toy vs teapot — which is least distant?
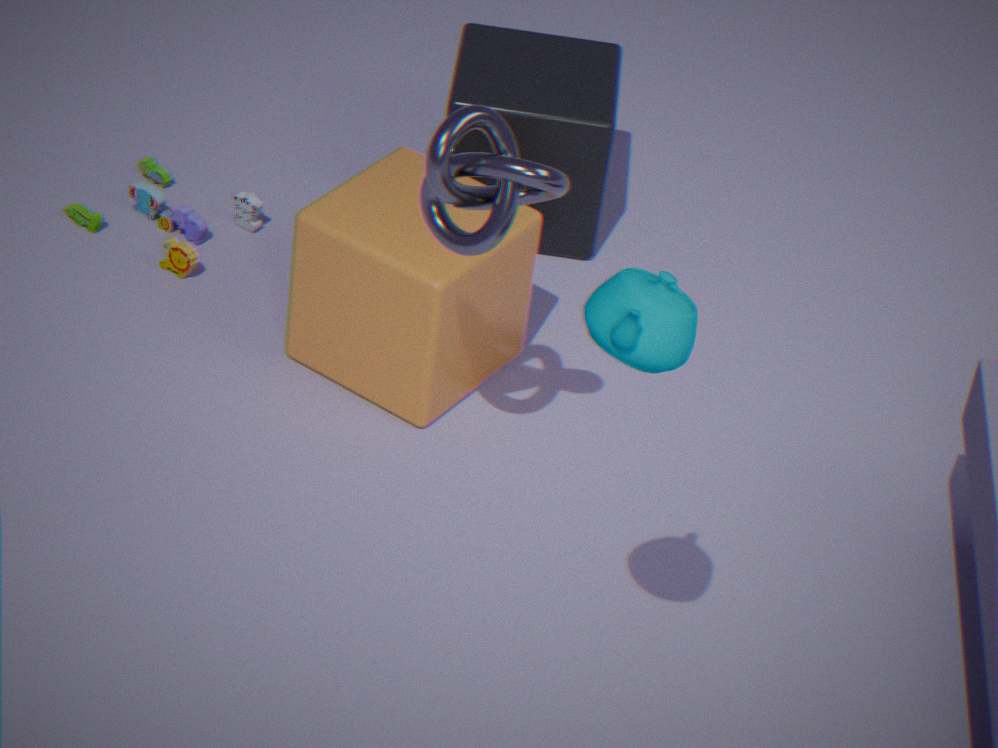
teapot
